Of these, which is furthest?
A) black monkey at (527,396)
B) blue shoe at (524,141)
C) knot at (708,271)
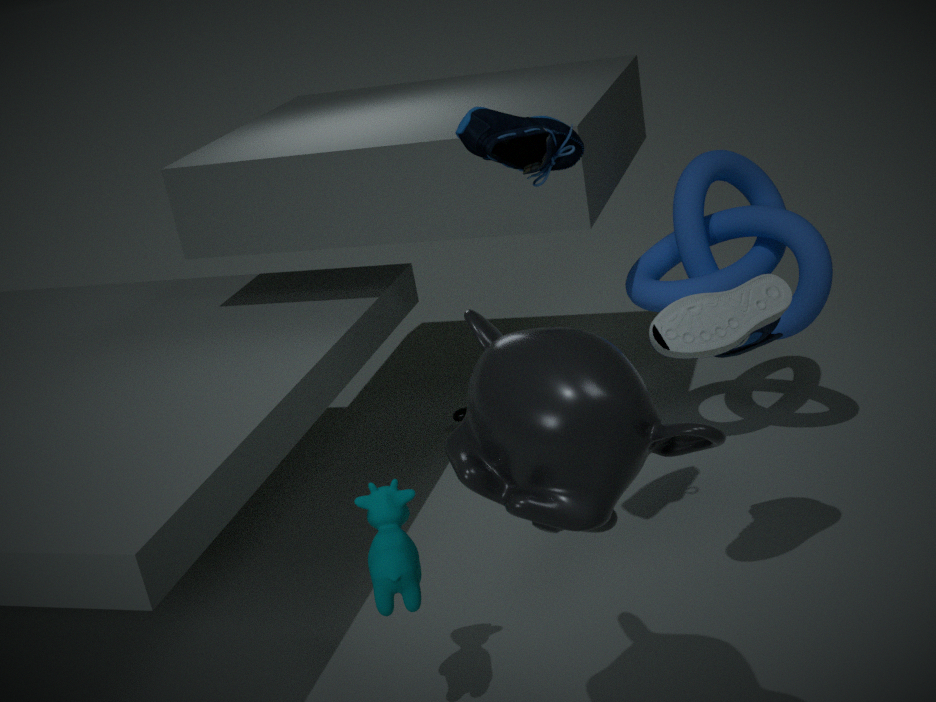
knot at (708,271)
